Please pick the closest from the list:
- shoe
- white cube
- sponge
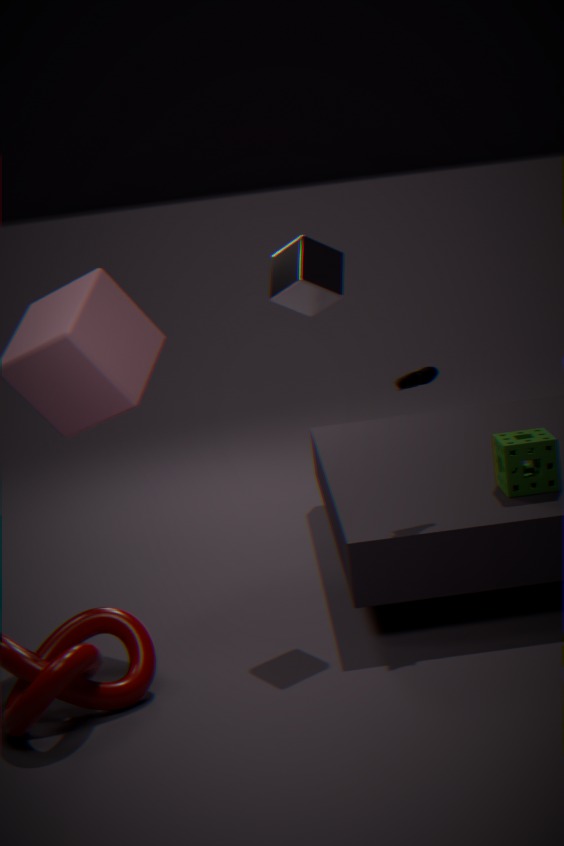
shoe
